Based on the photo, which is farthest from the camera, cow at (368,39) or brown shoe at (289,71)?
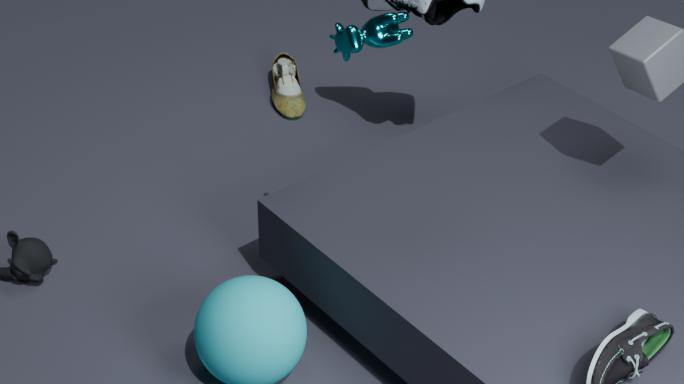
brown shoe at (289,71)
